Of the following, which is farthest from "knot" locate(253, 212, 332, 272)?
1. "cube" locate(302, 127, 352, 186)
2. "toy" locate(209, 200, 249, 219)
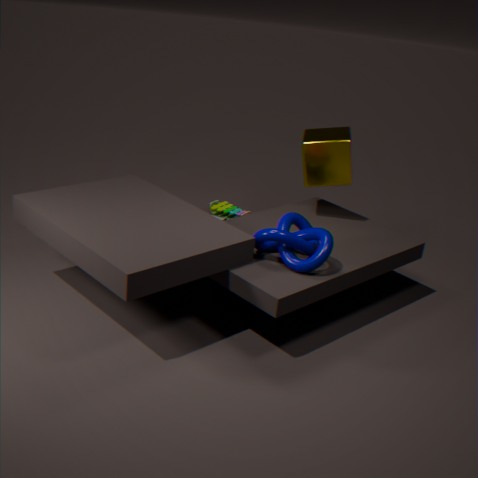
"toy" locate(209, 200, 249, 219)
